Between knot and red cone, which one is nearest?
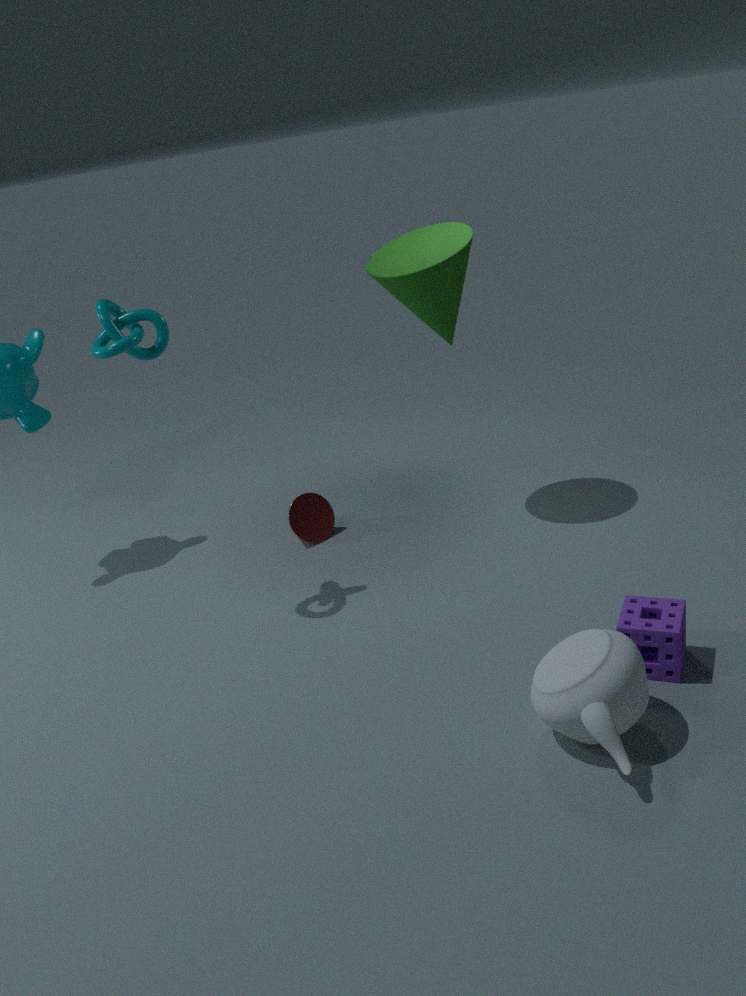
knot
